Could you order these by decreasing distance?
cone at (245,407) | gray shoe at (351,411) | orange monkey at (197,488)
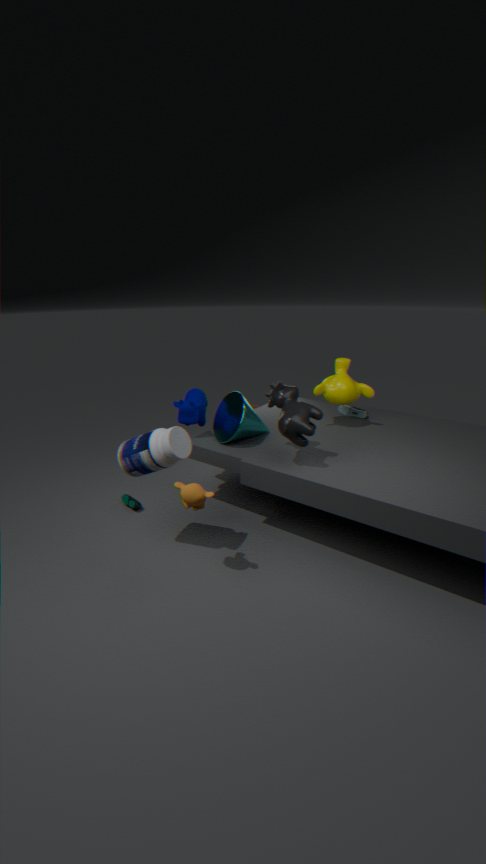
gray shoe at (351,411)
cone at (245,407)
orange monkey at (197,488)
